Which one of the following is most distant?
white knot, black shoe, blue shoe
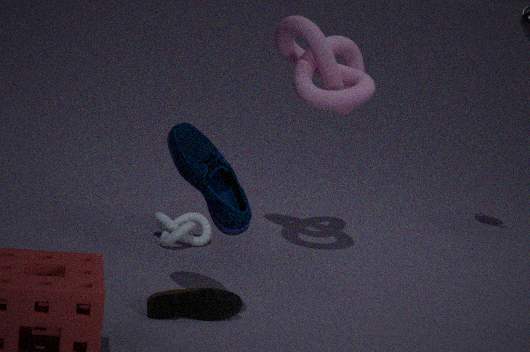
white knot
